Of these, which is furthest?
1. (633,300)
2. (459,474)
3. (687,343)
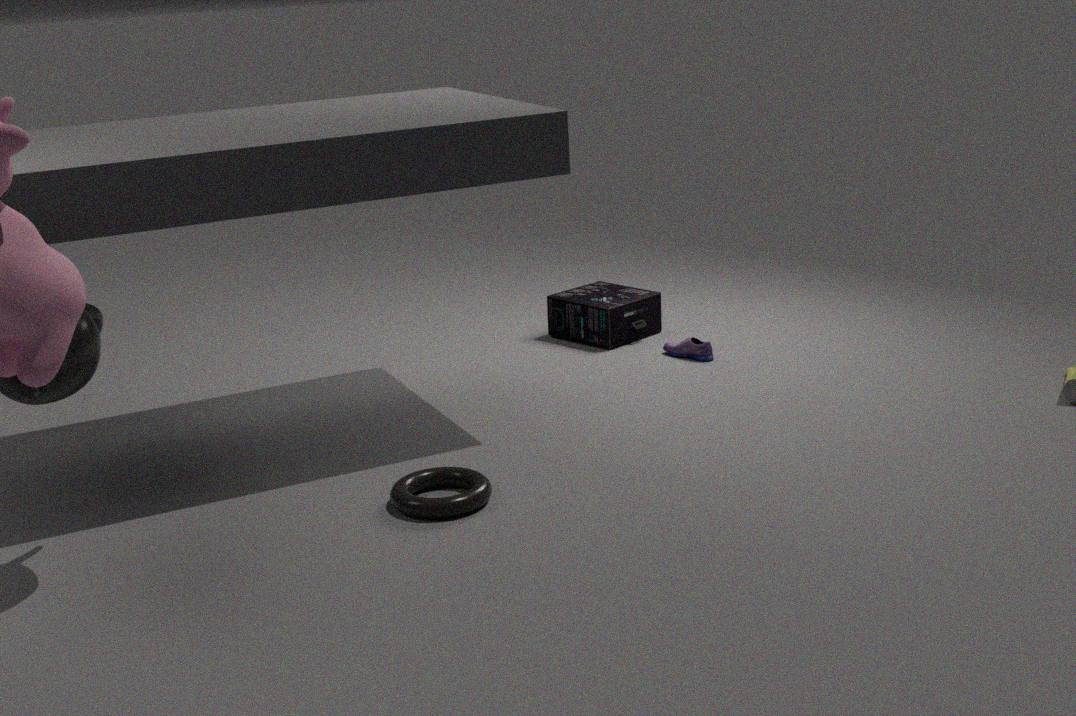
(633,300)
